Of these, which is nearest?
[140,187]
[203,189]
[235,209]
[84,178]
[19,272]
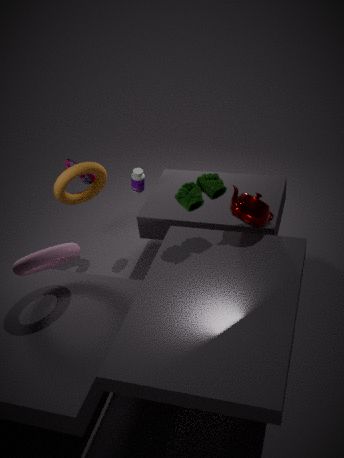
[19,272]
